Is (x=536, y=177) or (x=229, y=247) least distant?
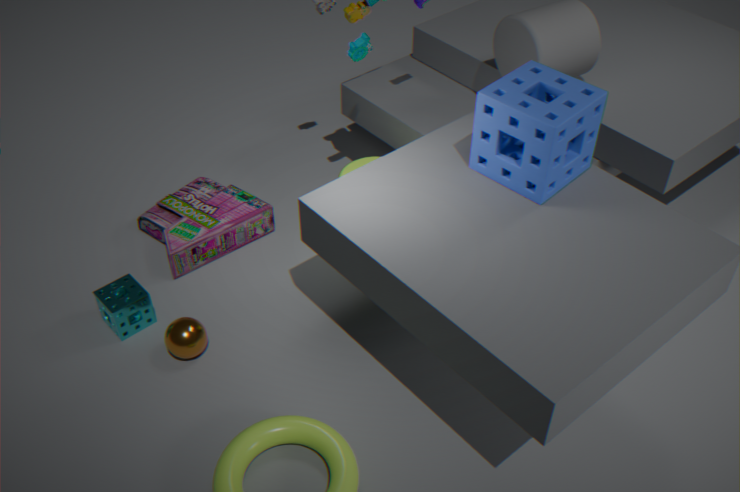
(x=536, y=177)
